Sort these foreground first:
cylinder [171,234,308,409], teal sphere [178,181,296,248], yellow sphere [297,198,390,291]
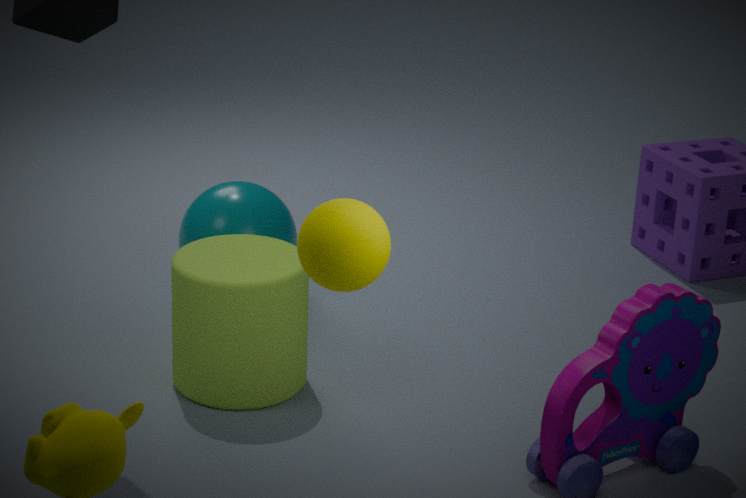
yellow sphere [297,198,390,291] → cylinder [171,234,308,409] → teal sphere [178,181,296,248]
